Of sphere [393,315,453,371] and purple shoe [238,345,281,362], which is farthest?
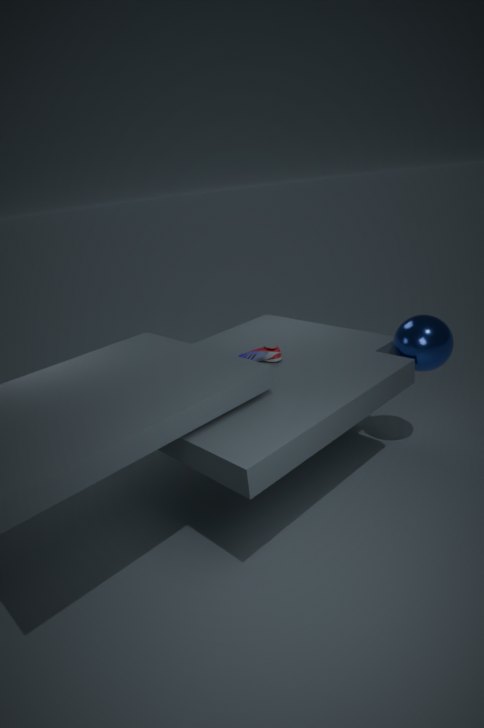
purple shoe [238,345,281,362]
